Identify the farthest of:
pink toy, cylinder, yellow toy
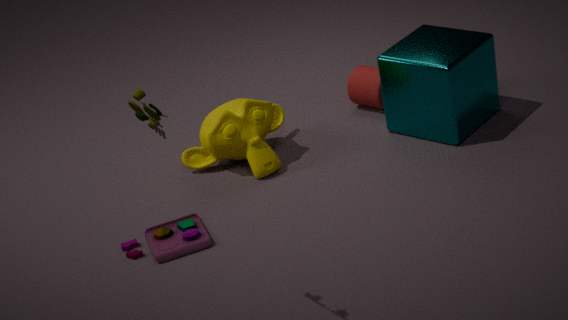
cylinder
